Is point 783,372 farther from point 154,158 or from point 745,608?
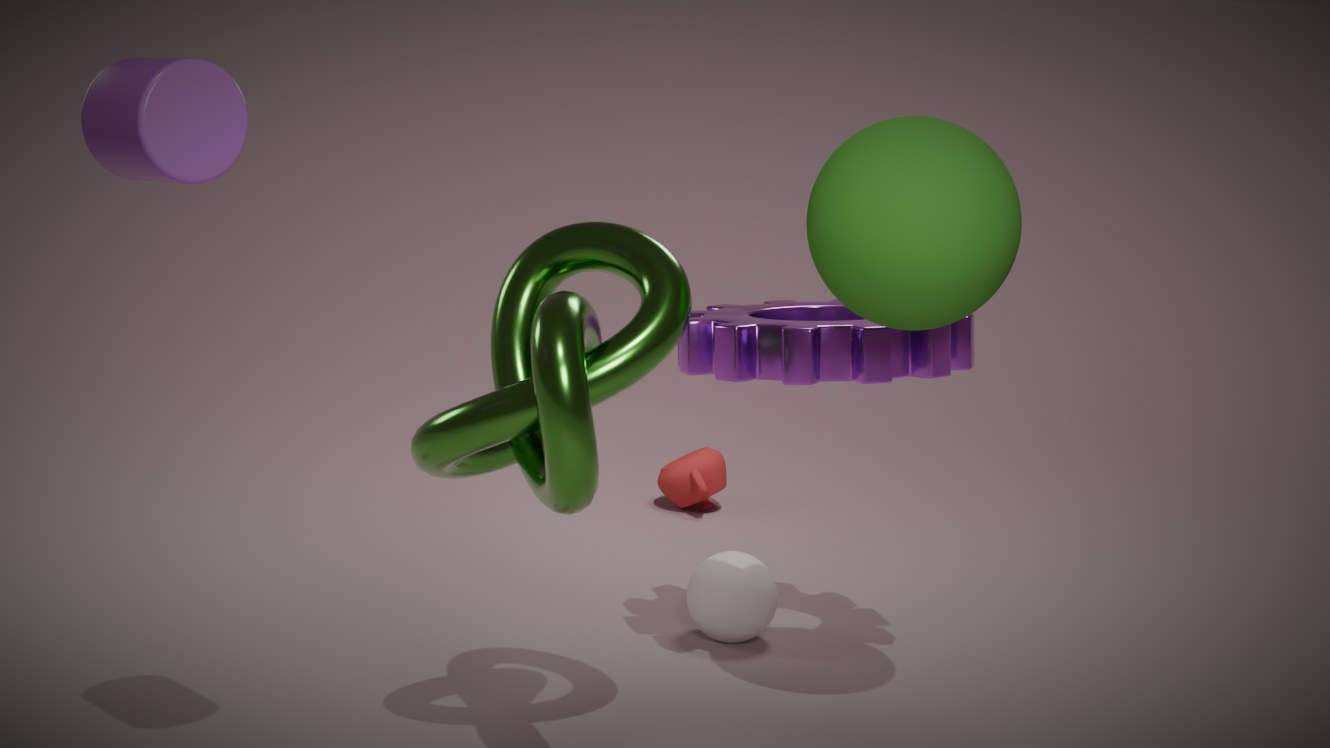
point 154,158
